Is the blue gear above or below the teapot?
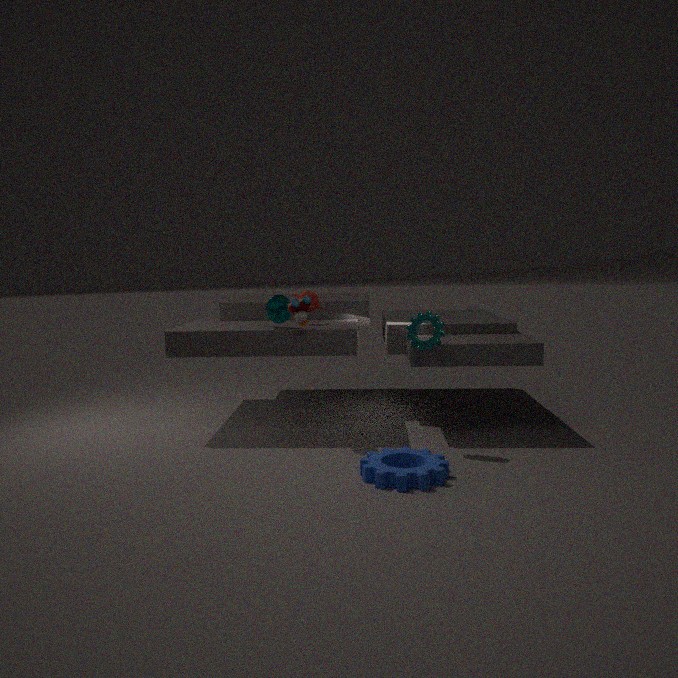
below
